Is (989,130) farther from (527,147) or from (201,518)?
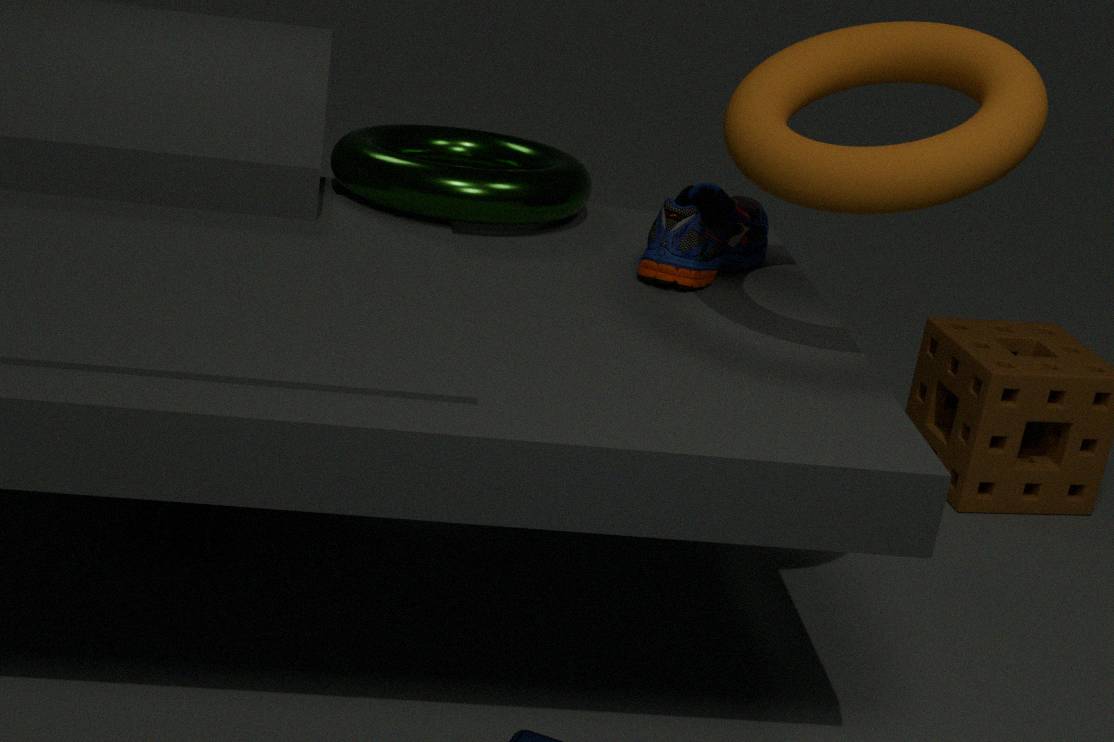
(201,518)
